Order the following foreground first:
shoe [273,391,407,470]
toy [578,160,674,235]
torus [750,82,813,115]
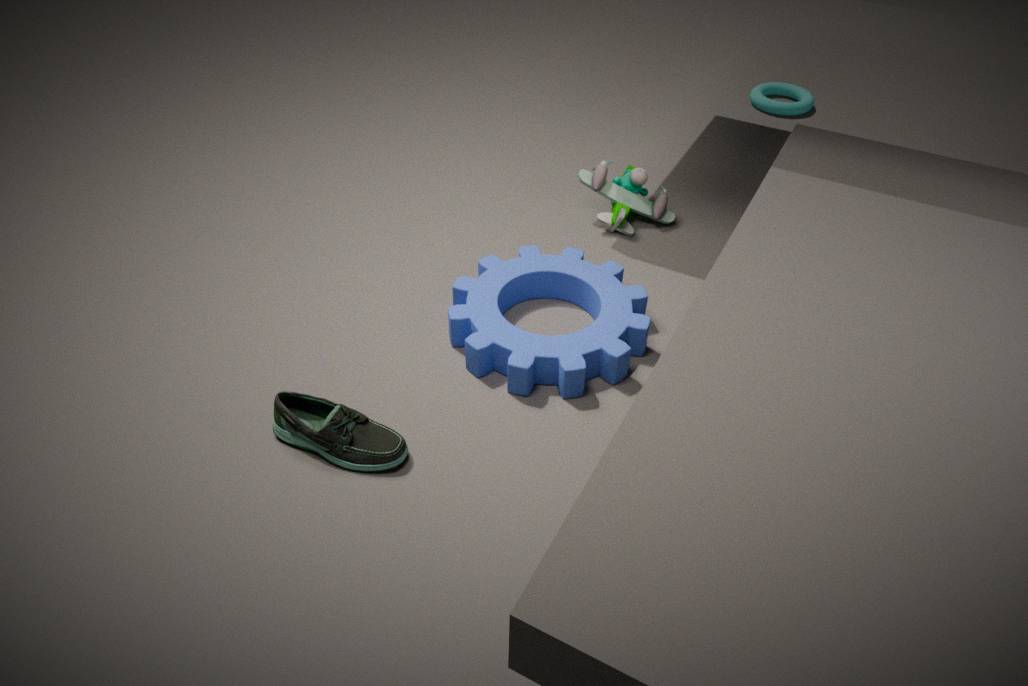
1. shoe [273,391,407,470]
2. toy [578,160,674,235]
3. torus [750,82,813,115]
